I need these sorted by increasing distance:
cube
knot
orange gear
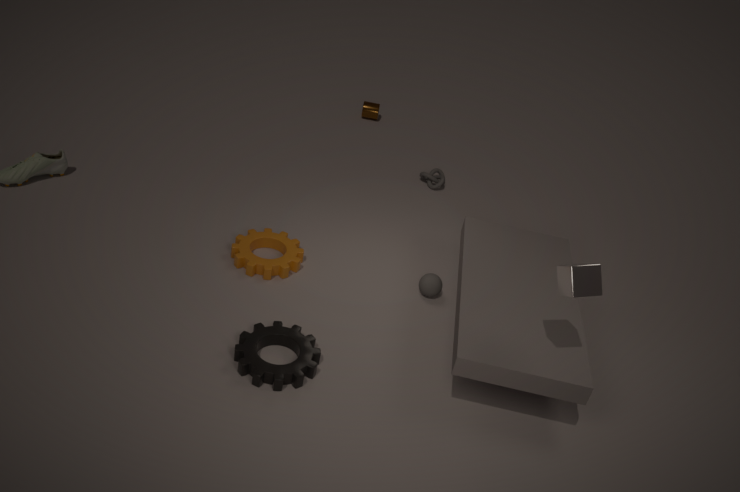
cube, orange gear, knot
